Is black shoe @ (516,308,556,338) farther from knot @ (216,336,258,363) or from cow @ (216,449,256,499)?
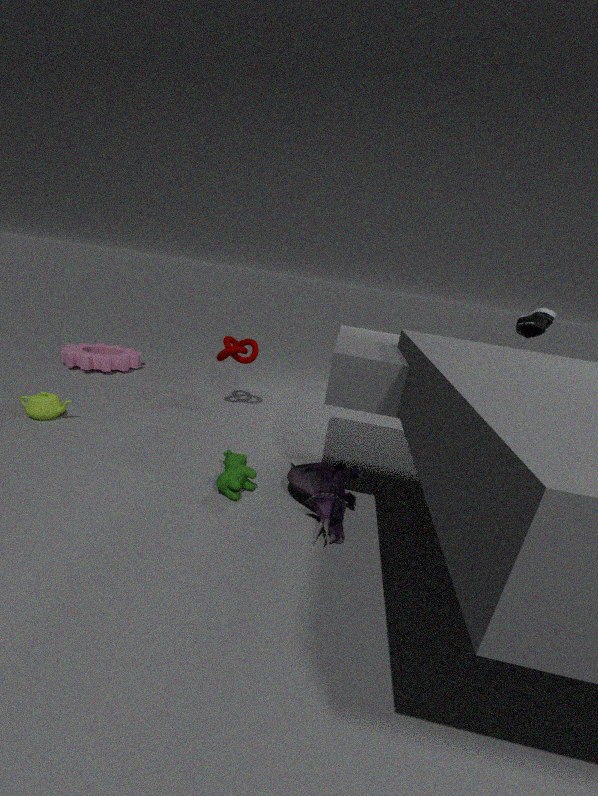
cow @ (216,449,256,499)
